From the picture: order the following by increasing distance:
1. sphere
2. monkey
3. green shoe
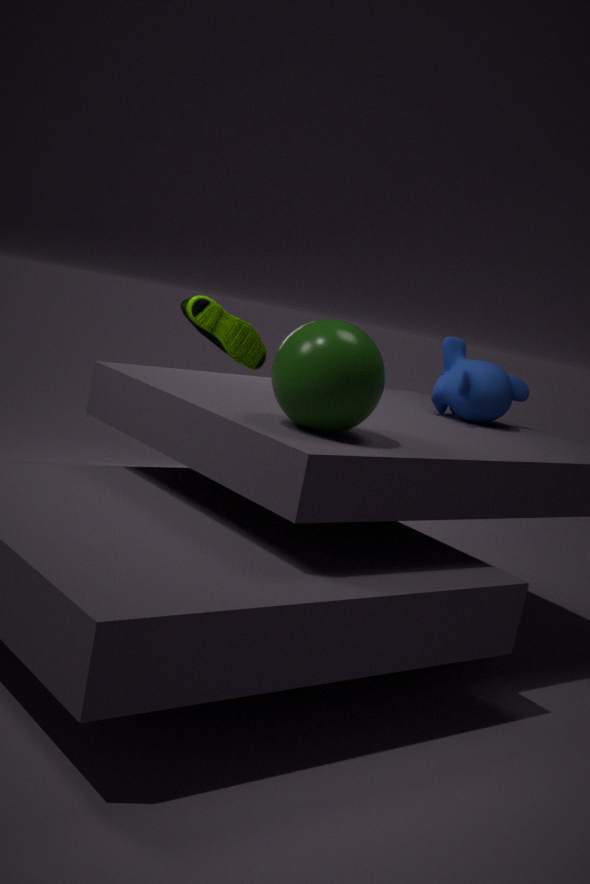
sphere < monkey < green shoe
